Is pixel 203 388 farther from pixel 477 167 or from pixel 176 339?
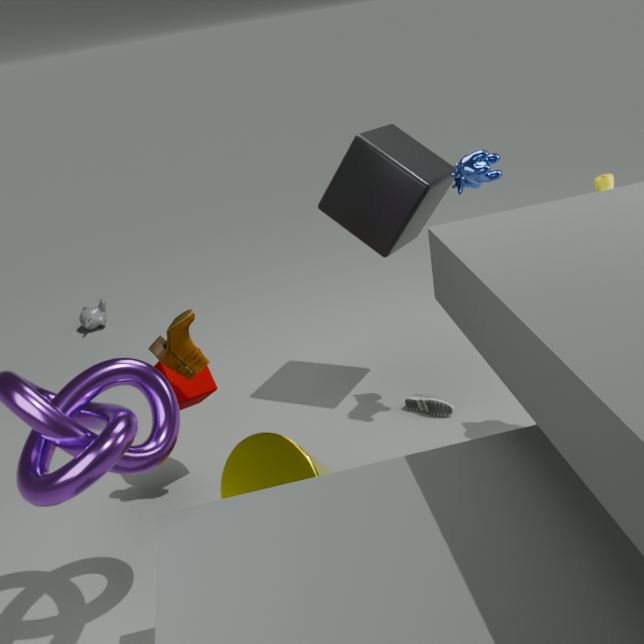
pixel 477 167
